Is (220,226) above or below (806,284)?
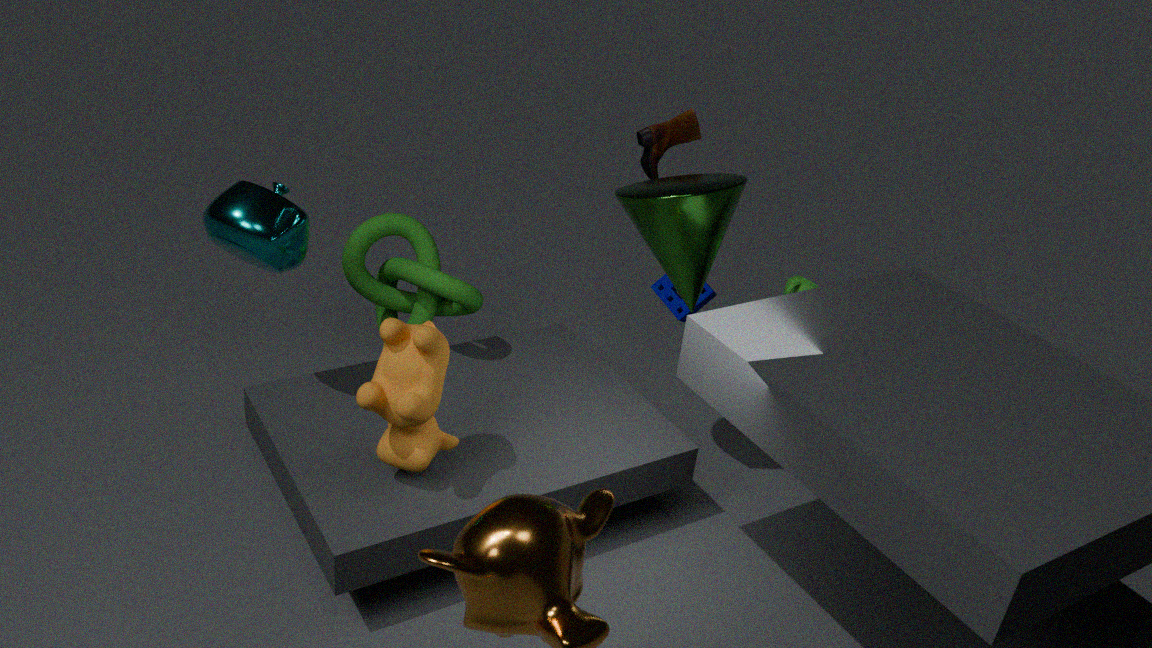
above
